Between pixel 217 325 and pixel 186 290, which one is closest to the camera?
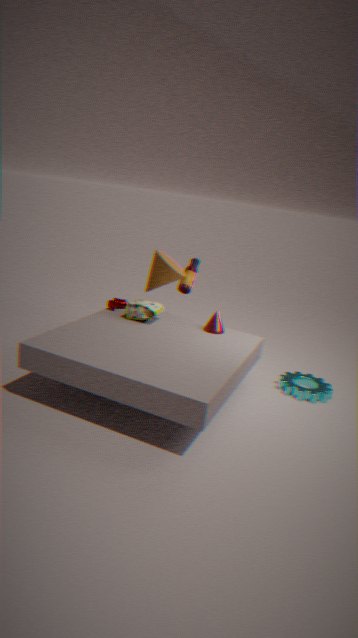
pixel 217 325
